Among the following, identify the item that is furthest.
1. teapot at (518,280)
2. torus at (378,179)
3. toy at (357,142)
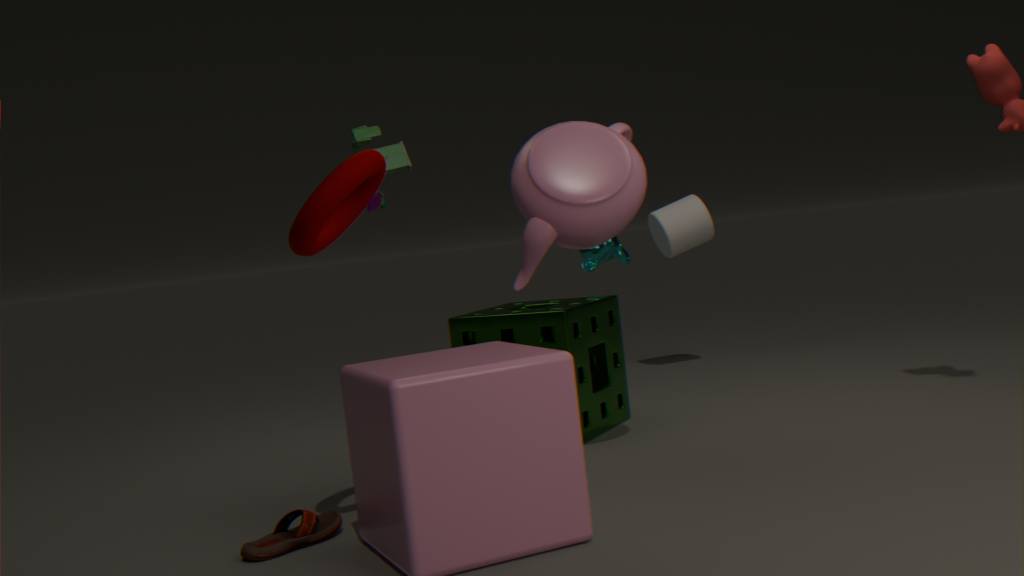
toy at (357,142)
